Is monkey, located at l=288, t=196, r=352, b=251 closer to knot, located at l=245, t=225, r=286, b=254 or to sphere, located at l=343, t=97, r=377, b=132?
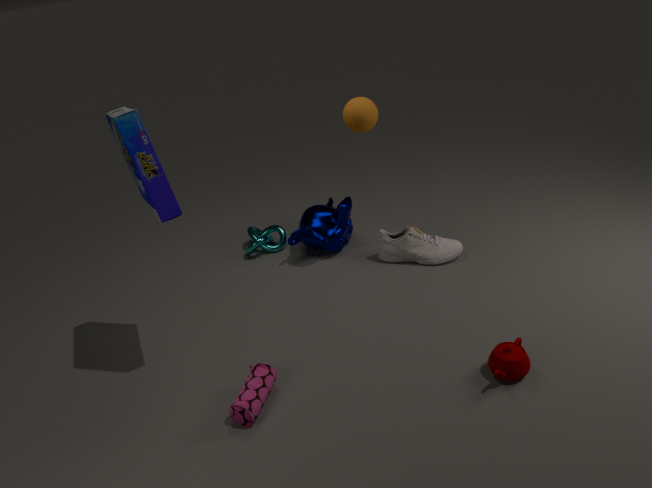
knot, located at l=245, t=225, r=286, b=254
